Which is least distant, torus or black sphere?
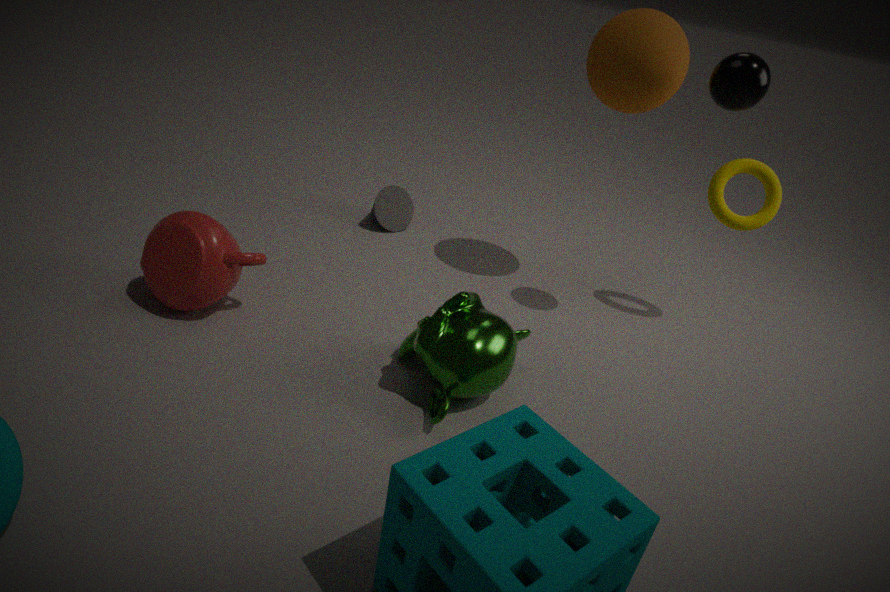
black sphere
